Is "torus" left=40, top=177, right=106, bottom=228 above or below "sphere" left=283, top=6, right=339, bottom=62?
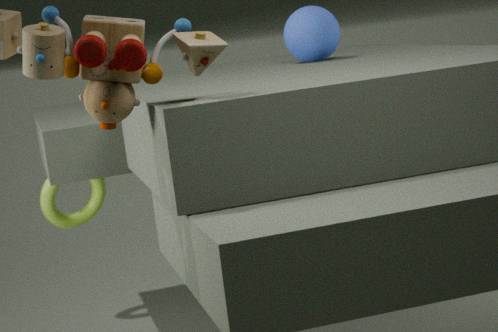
below
